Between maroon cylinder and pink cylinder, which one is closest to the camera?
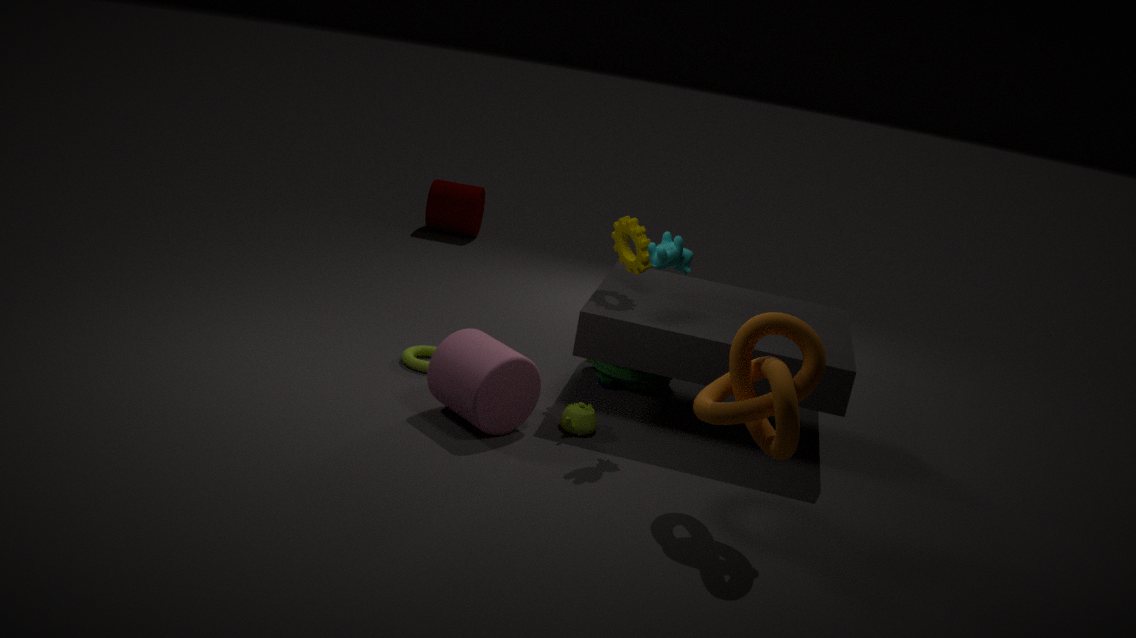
pink cylinder
